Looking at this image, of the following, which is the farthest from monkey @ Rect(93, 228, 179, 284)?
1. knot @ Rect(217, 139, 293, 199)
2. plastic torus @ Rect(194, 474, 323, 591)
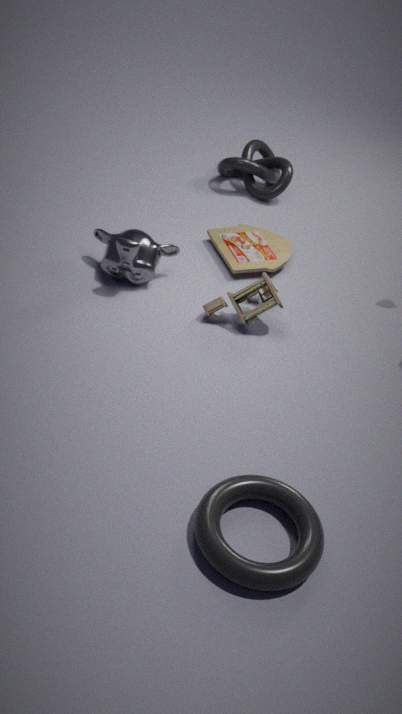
plastic torus @ Rect(194, 474, 323, 591)
